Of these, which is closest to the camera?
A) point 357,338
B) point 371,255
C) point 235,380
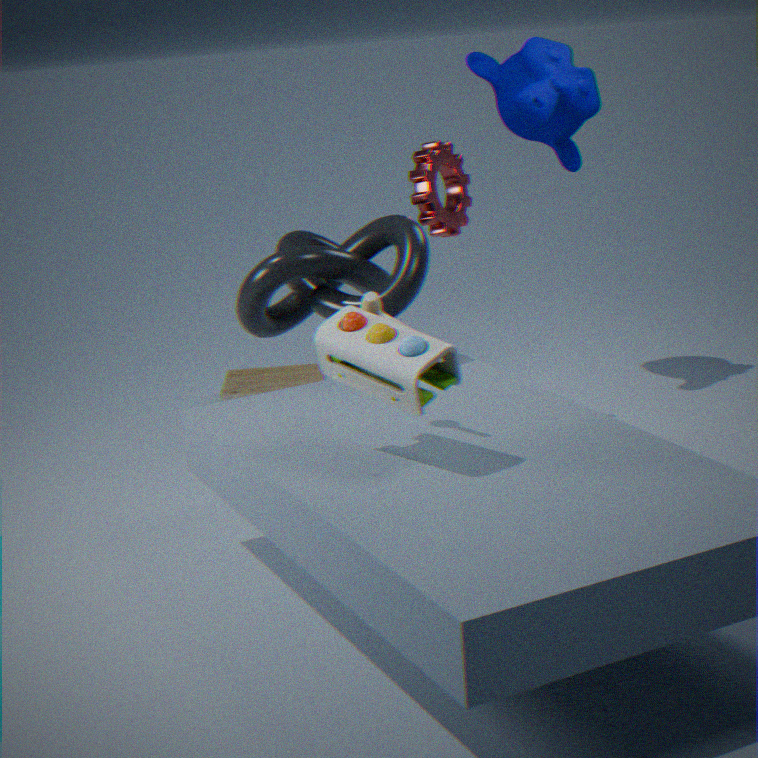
point 357,338
